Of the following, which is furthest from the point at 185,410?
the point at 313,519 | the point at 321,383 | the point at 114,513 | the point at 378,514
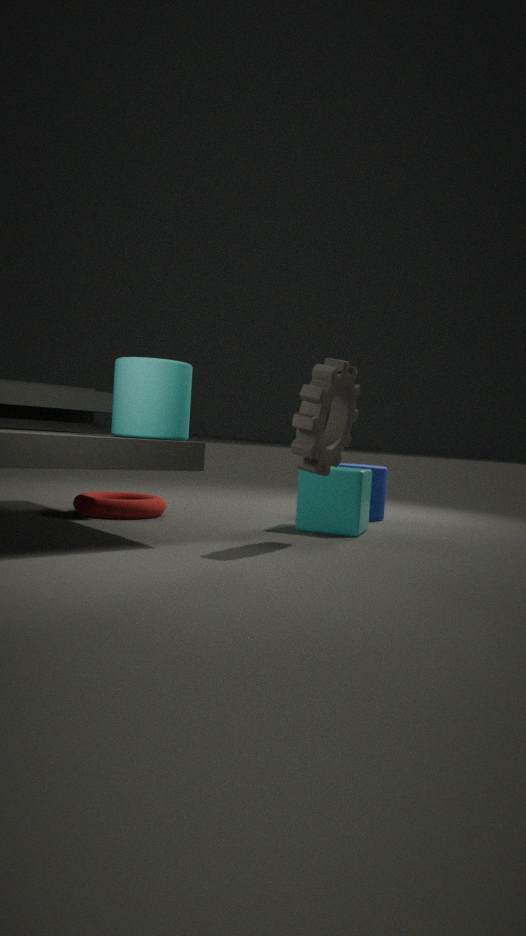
the point at 378,514
